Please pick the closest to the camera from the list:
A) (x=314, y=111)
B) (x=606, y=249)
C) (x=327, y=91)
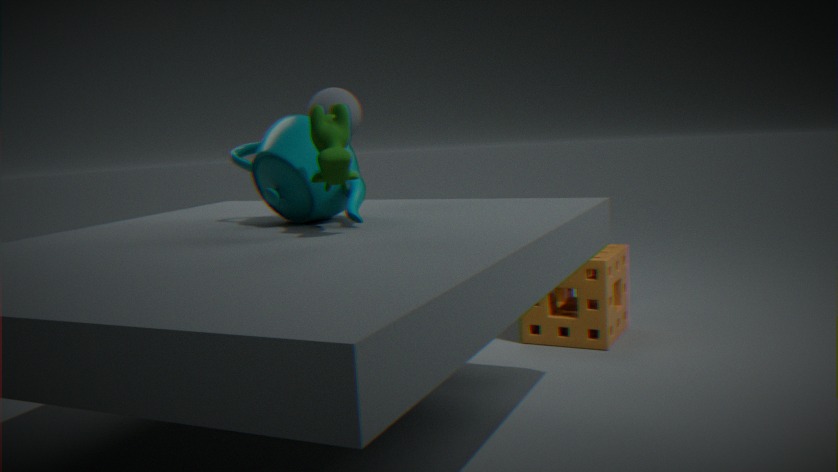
(x=314, y=111)
